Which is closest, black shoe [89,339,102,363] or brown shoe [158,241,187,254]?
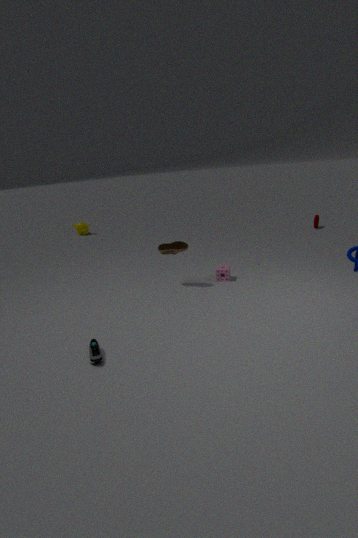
black shoe [89,339,102,363]
